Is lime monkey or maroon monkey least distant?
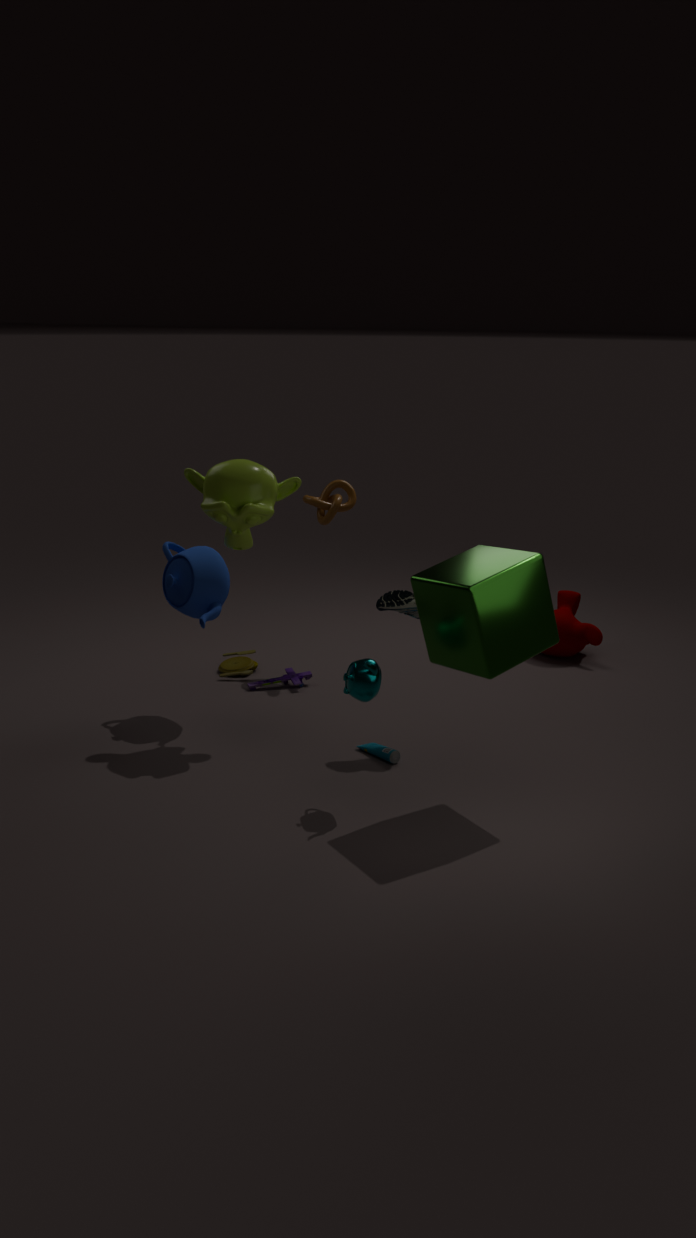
lime monkey
